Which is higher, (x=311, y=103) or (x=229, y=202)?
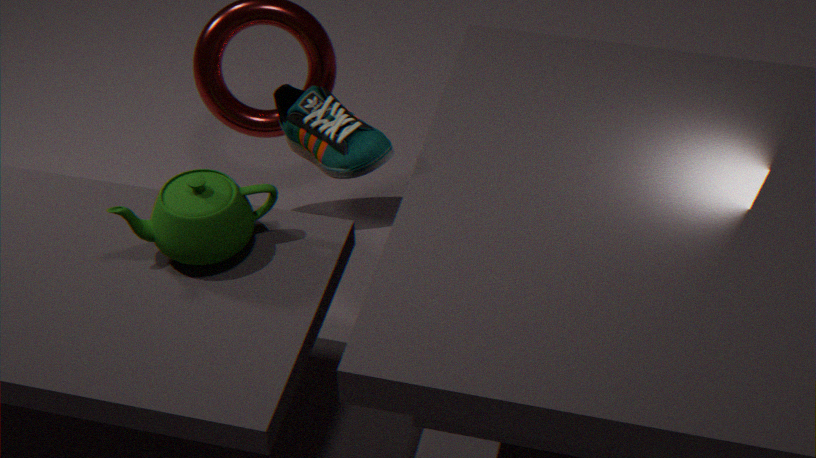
(x=311, y=103)
